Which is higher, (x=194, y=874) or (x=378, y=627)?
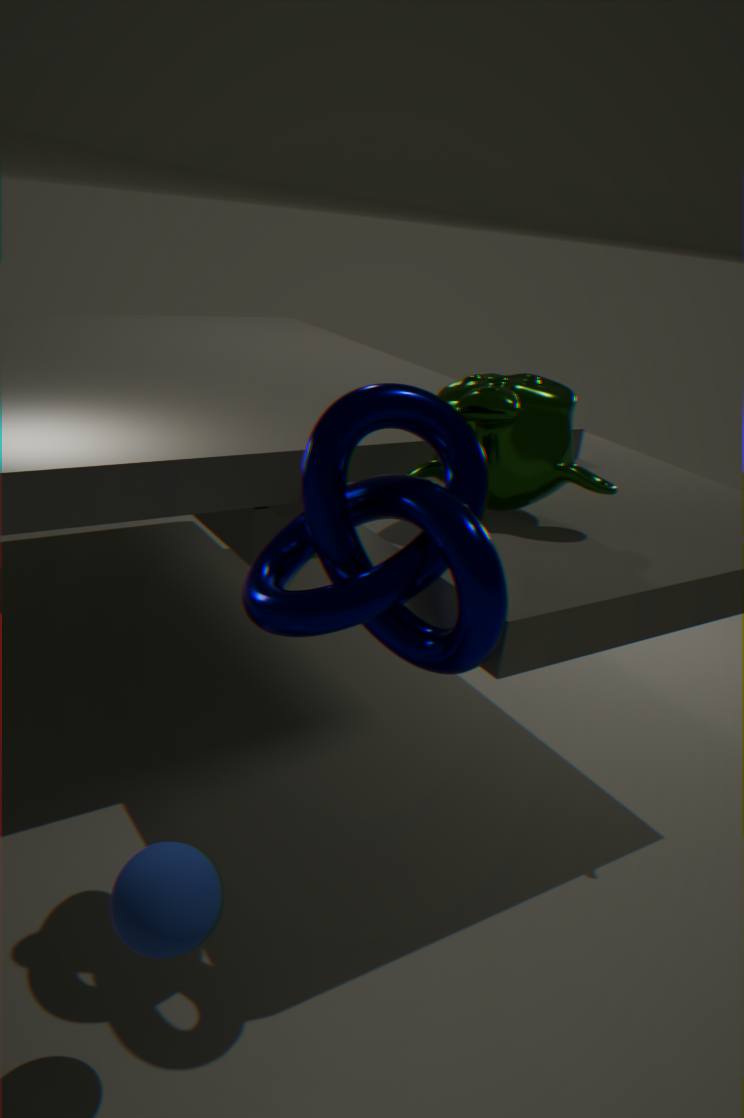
(x=378, y=627)
